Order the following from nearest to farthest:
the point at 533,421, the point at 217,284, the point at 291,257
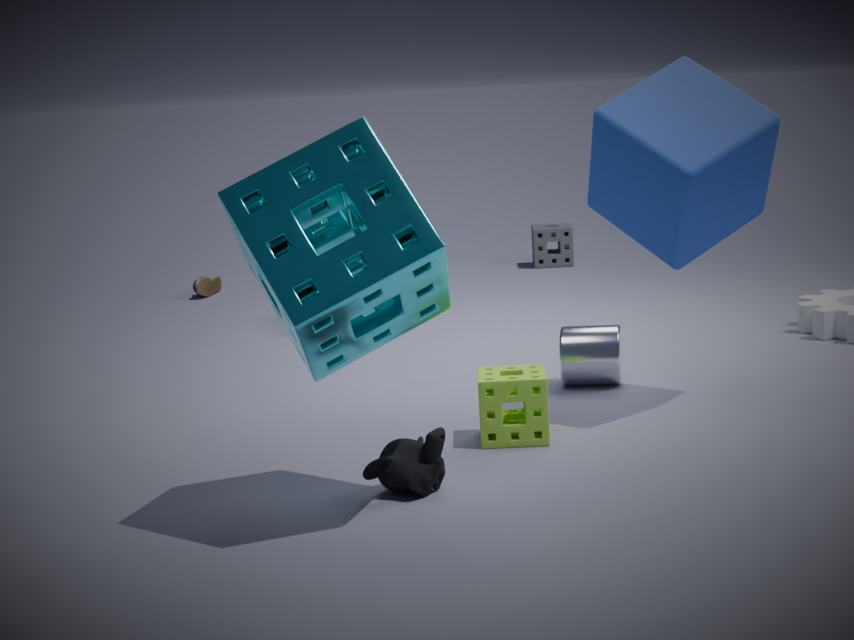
the point at 291,257
the point at 533,421
the point at 217,284
